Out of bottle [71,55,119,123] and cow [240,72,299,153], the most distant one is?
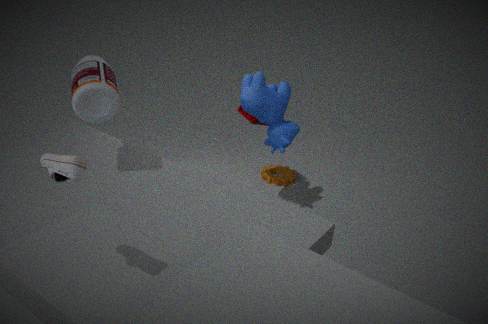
cow [240,72,299,153]
